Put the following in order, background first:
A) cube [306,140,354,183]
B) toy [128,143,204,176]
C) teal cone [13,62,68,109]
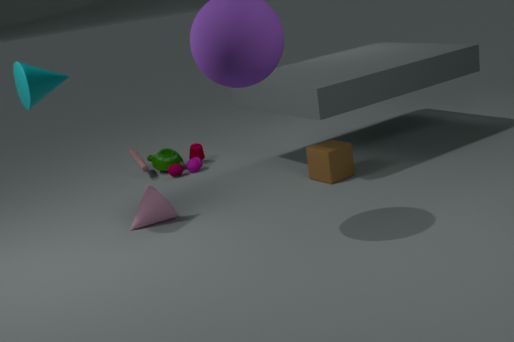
toy [128,143,204,176], cube [306,140,354,183], teal cone [13,62,68,109]
